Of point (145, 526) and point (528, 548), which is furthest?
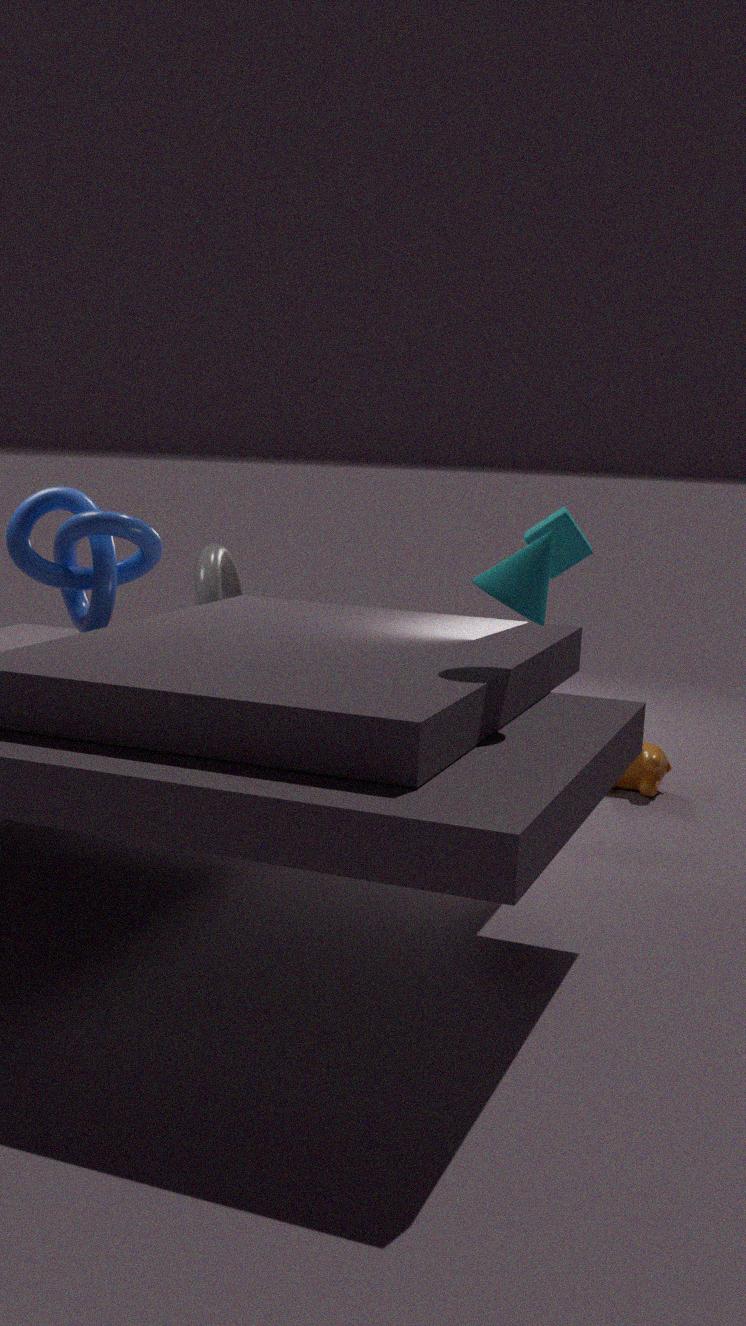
point (145, 526)
